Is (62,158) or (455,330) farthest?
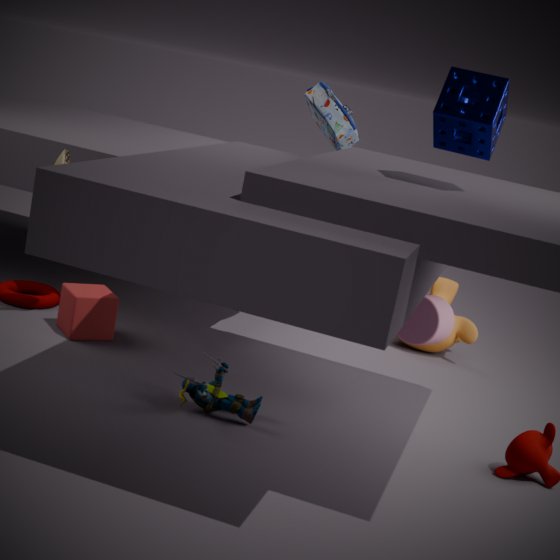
(455,330)
